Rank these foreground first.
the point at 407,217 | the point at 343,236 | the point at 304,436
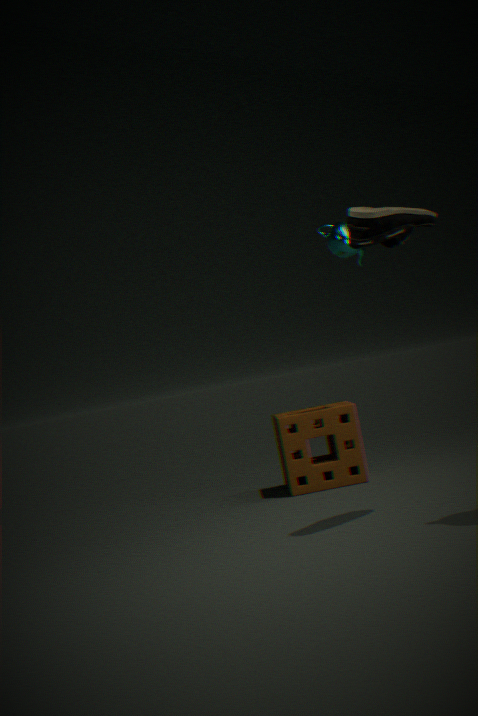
the point at 407,217 → the point at 343,236 → the point at 304,436
